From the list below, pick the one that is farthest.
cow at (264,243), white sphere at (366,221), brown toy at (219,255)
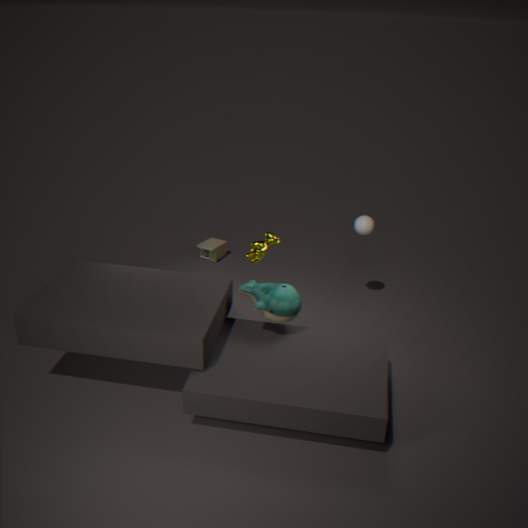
brown toy at (219,255)
